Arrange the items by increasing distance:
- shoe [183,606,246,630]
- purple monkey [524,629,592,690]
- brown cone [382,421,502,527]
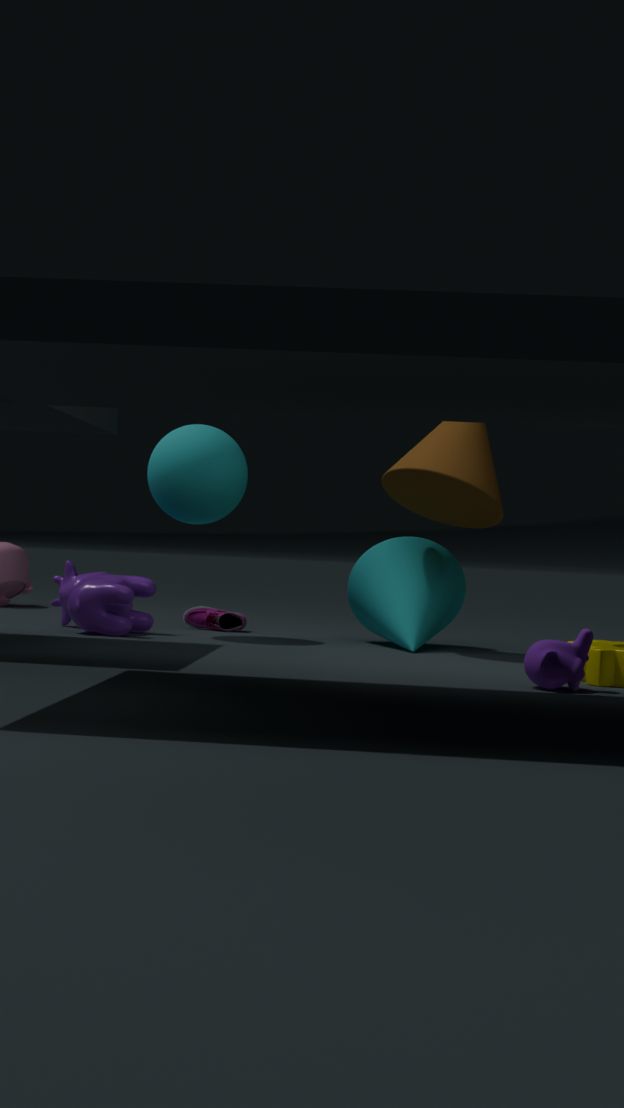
purple monkey [524,629,592,690], brown cone [382,421,502,527], shoe [183,606,246,630]
